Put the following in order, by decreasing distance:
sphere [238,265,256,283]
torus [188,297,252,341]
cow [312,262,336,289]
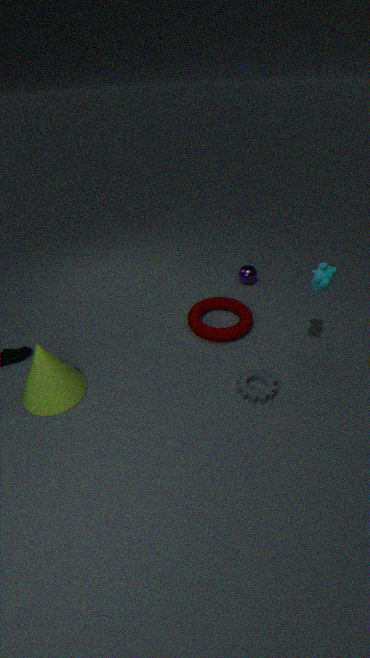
sphere [238,265,256,283]
torus [188,297,252,341]
cow [312,262,336,289]
